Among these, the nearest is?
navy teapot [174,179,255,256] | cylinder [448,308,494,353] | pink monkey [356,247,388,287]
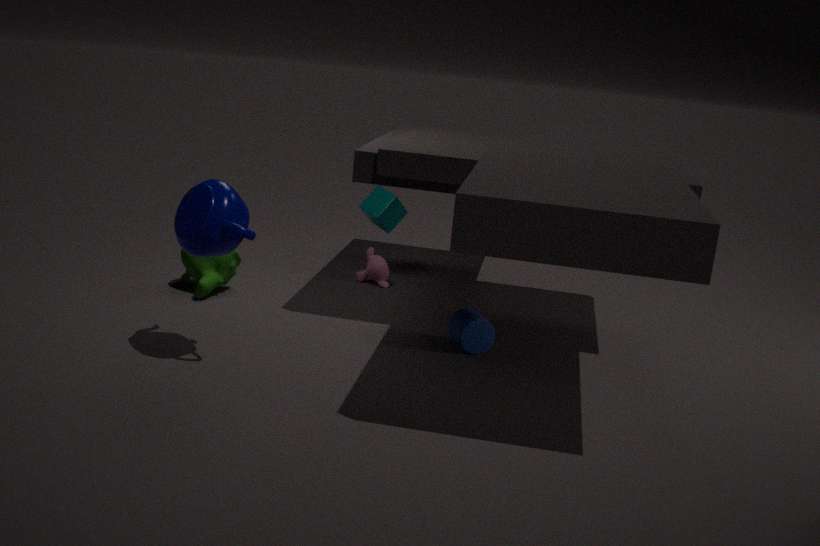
navy teapot [174,179,255,256]
